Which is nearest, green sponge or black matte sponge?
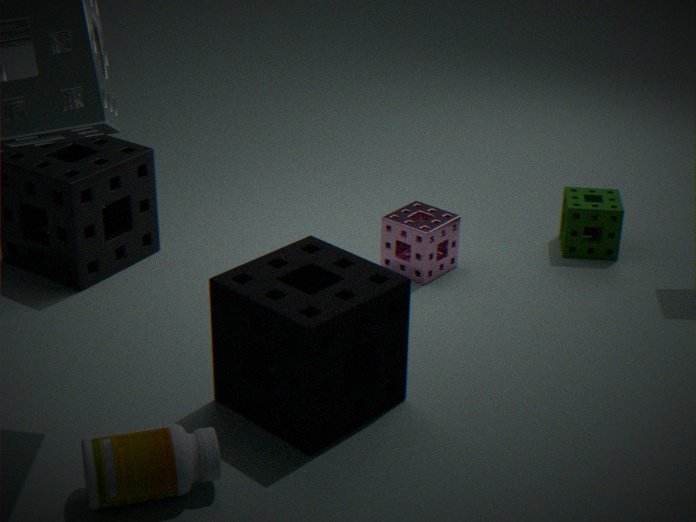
black matte sponge
